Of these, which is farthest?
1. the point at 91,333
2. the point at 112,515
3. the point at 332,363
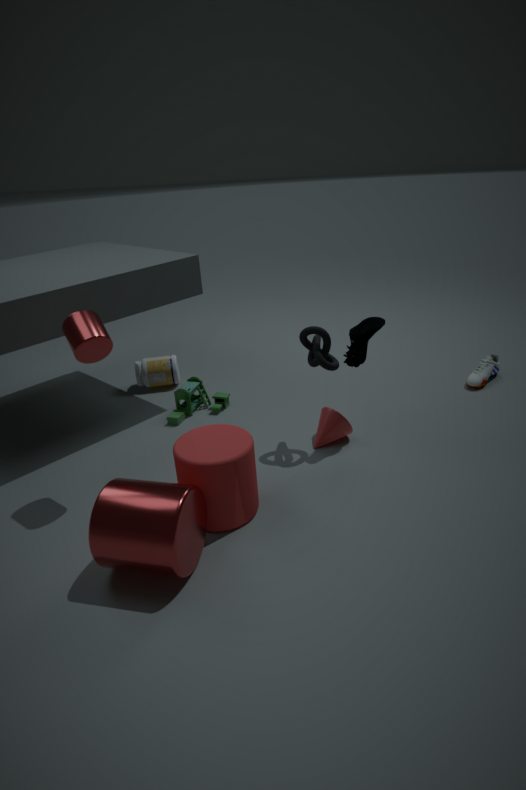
the point at 332,363
